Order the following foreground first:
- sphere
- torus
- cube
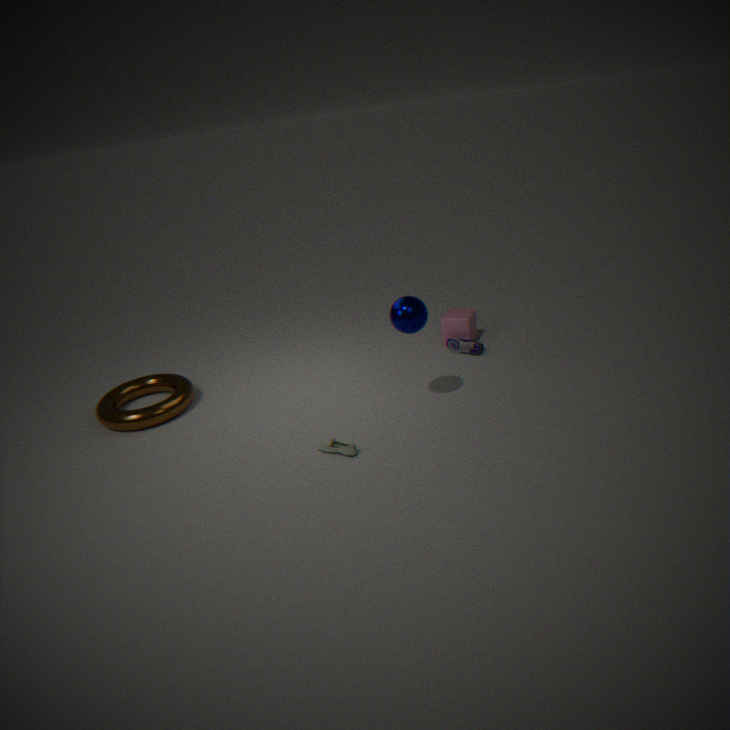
sphere, torus, cube
